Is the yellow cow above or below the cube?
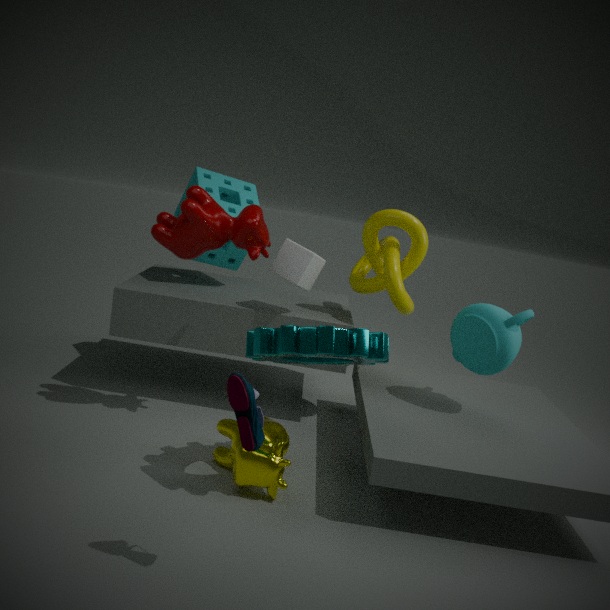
below
